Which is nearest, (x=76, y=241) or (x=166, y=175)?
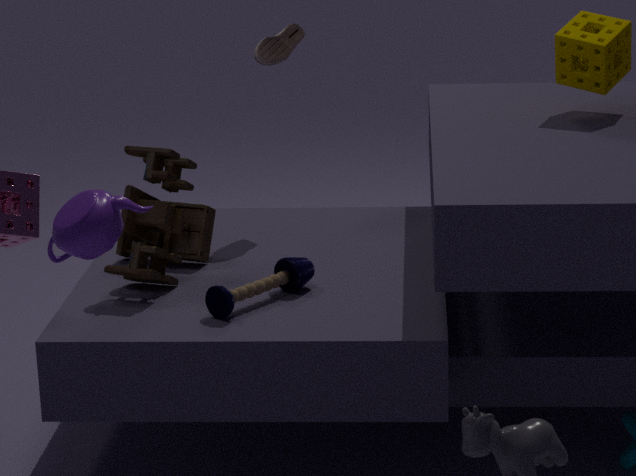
(x=76, y=241)
